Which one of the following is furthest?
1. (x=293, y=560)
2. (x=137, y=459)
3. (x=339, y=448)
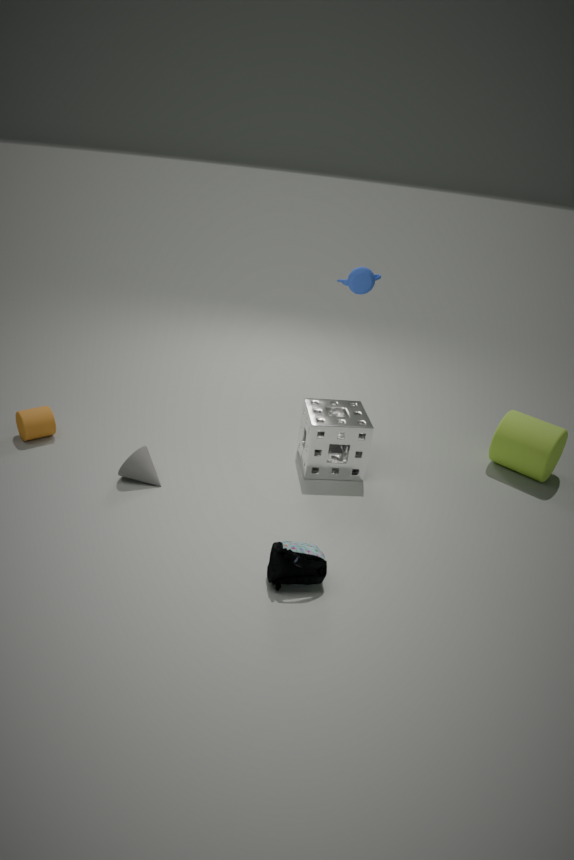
(x=339, y=448)
